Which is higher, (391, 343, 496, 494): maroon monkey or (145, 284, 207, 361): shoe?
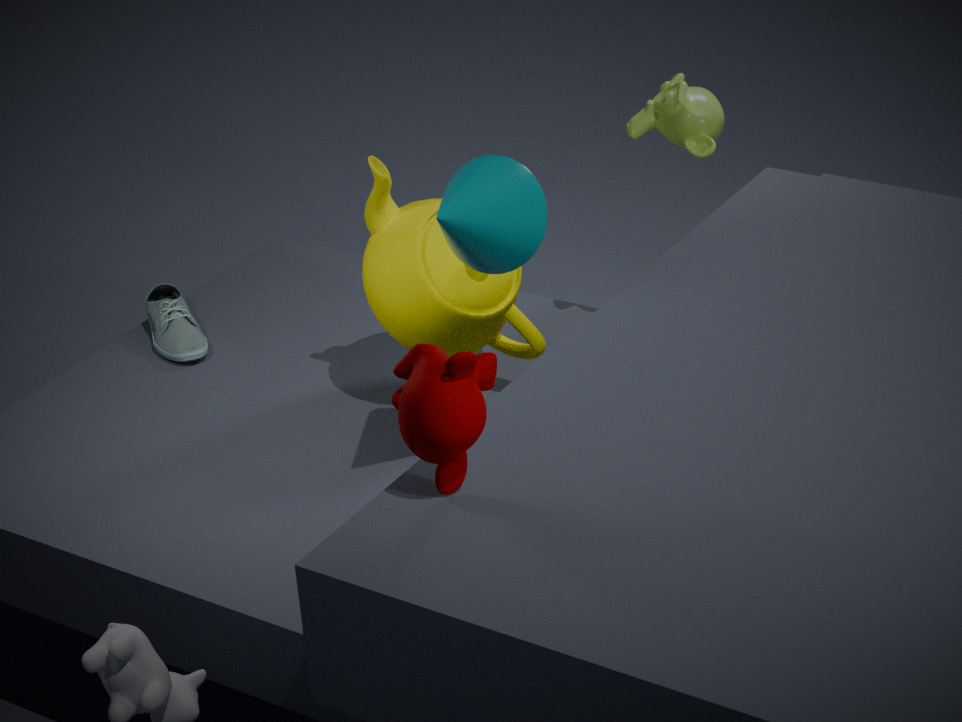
(391, 343, 496, 494): maroon monkey
